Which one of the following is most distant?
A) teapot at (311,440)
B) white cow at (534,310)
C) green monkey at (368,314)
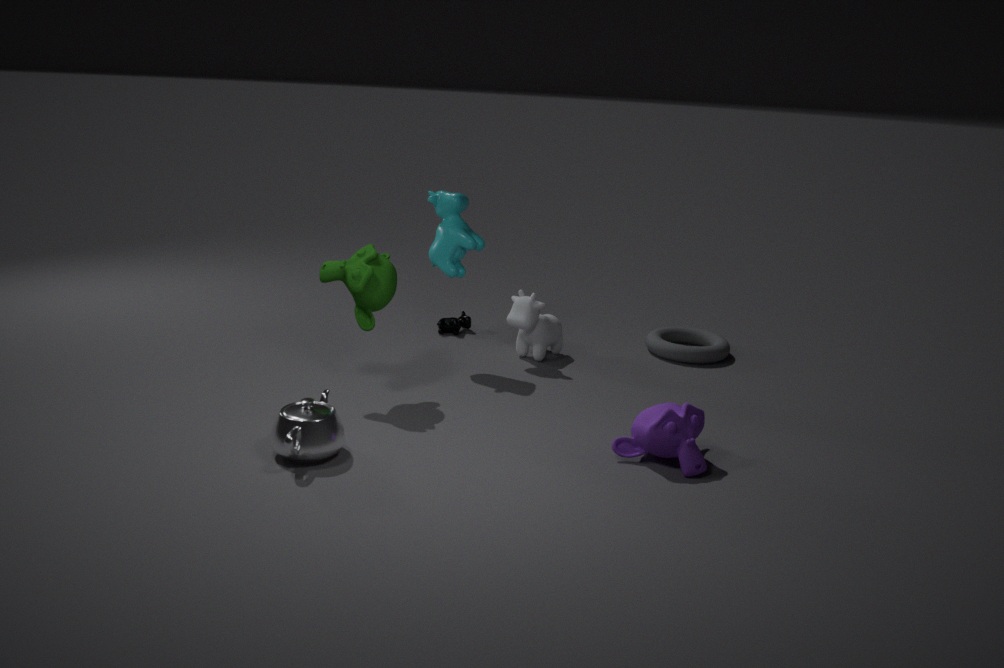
white cow at (534,310)
